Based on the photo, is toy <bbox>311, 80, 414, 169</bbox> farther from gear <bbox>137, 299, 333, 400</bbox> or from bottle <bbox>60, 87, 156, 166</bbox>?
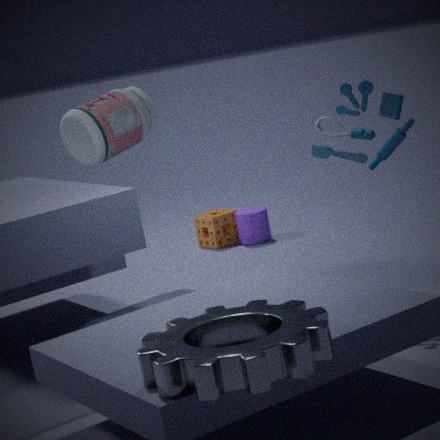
bottle <bbox>60, 87, 156, 166</bbox>
